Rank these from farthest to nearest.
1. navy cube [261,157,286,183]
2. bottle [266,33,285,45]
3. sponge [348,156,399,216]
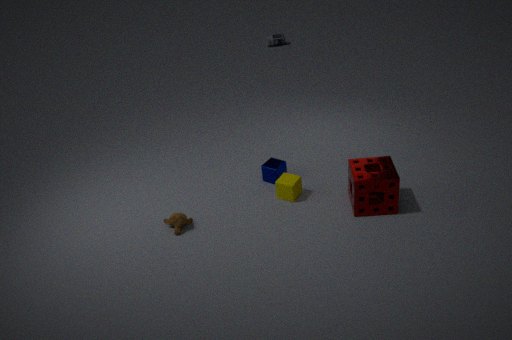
bottle [266,33,285,45] < navy cube [261,157,286,183] < sponge [348,156,399,216]
